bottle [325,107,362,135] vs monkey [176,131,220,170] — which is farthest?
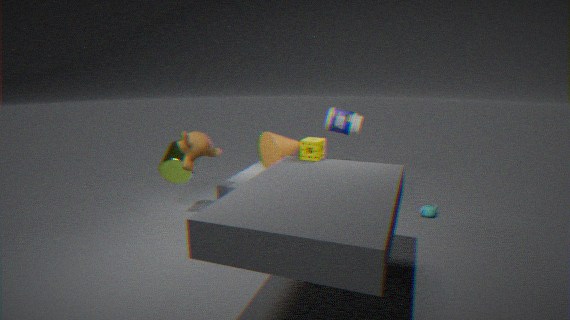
bottle [325,107,362,135]
